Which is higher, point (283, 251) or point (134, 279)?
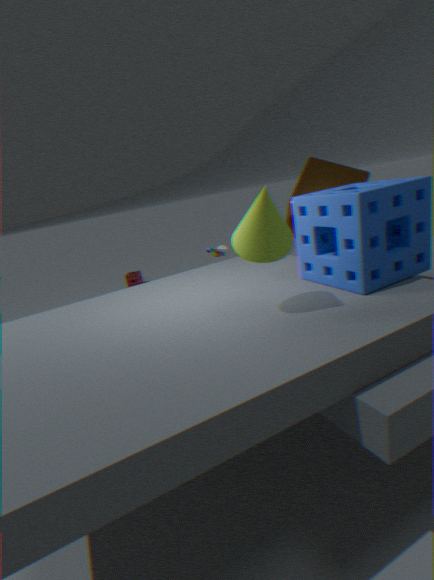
point (283, 251)
